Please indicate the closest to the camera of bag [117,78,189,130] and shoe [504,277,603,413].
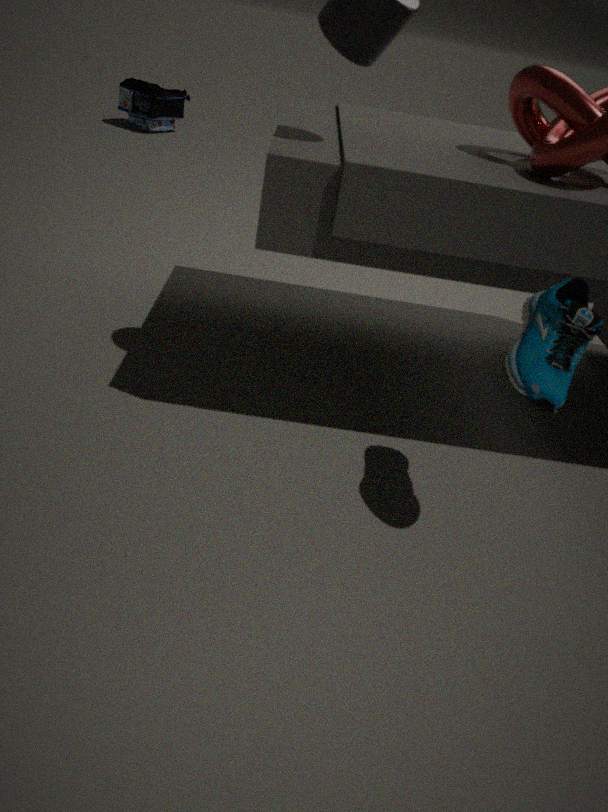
shoe [504,277,603,413]
